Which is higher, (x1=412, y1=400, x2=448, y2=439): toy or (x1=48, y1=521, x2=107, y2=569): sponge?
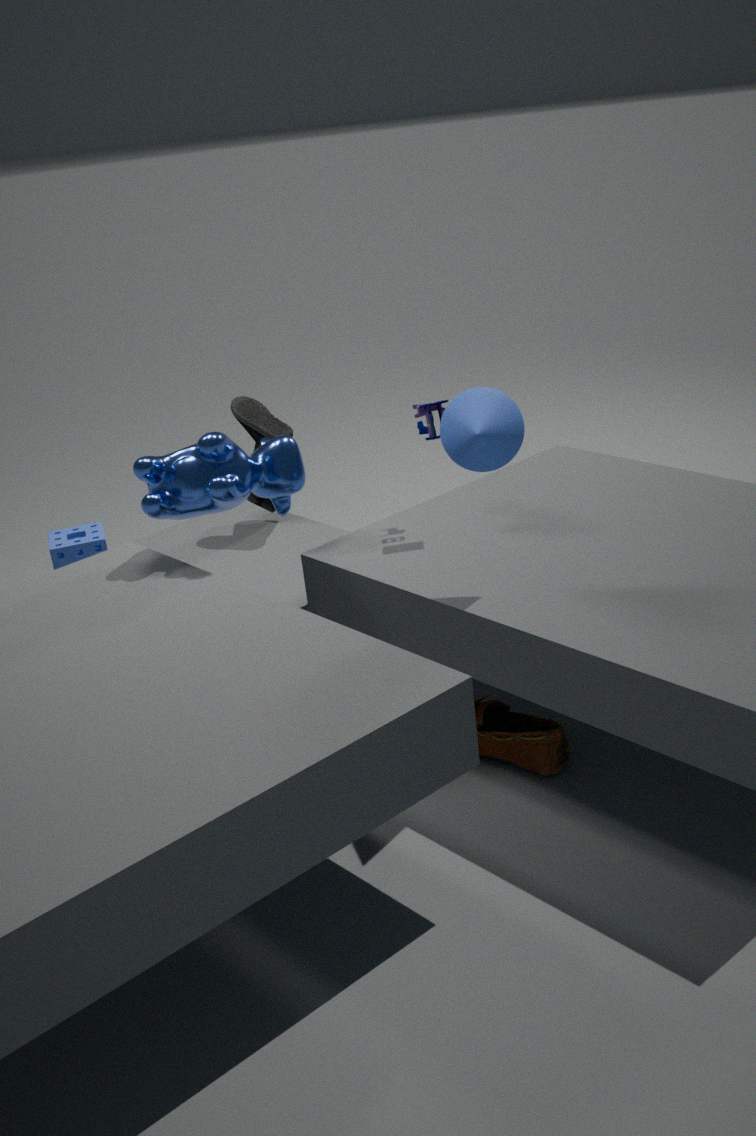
(x1=412, y1=400, x2=448, y2=439): toy
